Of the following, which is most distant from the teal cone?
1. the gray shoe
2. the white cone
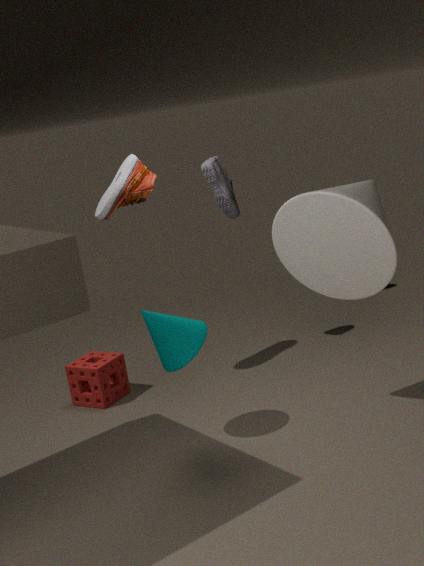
the gray shoe
